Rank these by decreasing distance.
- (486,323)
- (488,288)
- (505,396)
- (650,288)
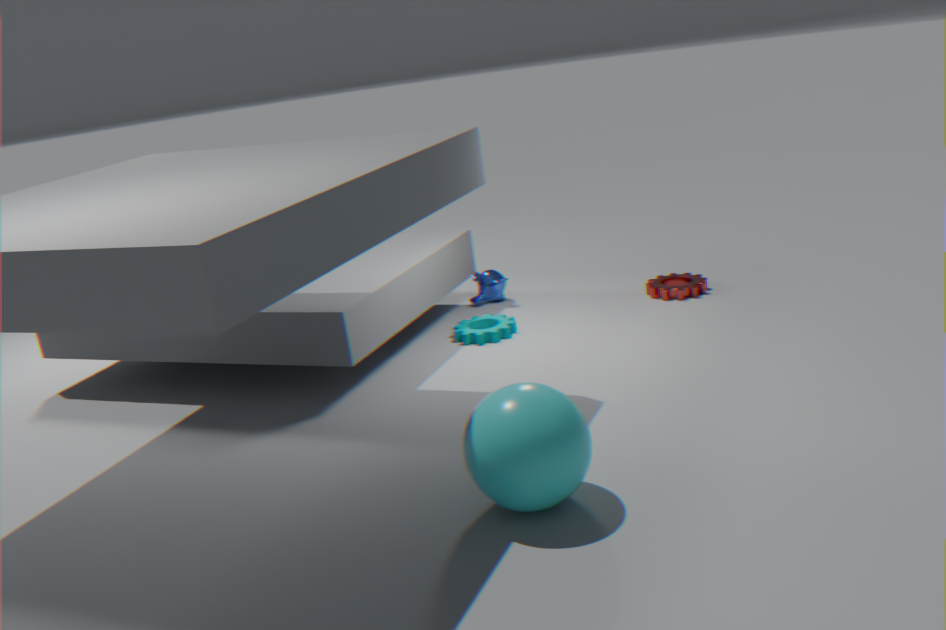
(488,288)
(650,288)
(486,323)
(505,396)
